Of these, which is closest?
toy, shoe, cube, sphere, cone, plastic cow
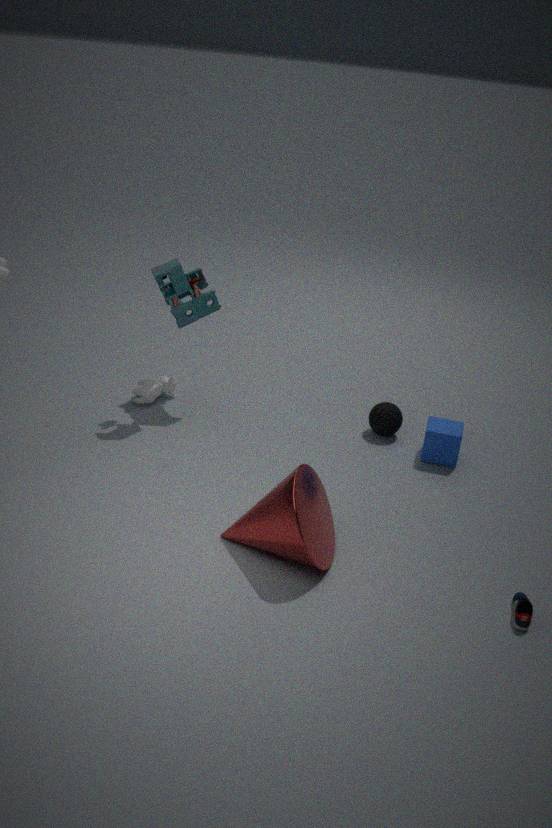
shoe
